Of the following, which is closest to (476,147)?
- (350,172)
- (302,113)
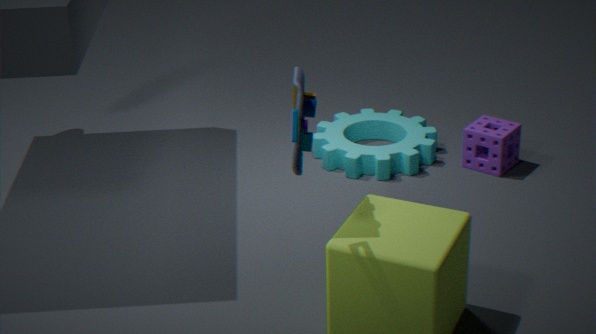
(350,172)
